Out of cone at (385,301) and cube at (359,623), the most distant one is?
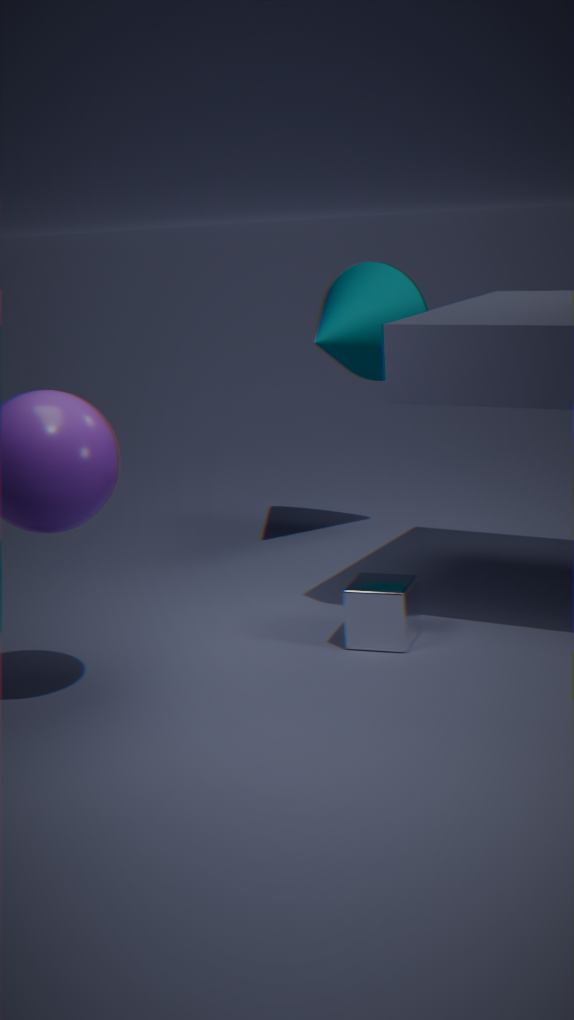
cone at (385,301)
